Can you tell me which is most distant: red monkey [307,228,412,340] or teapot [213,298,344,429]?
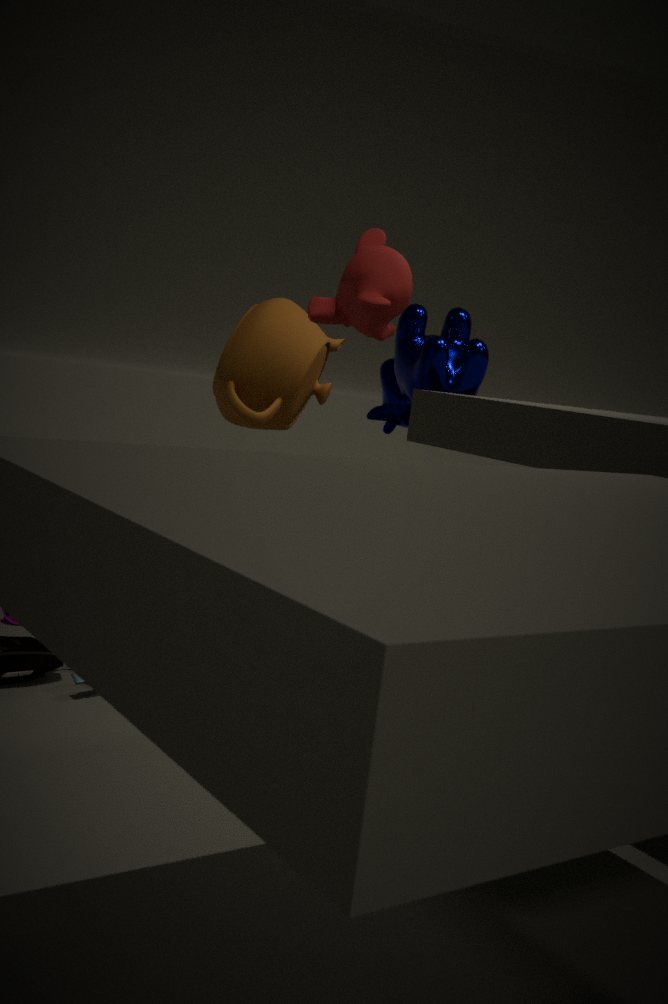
teapot [213,298,344,429]
